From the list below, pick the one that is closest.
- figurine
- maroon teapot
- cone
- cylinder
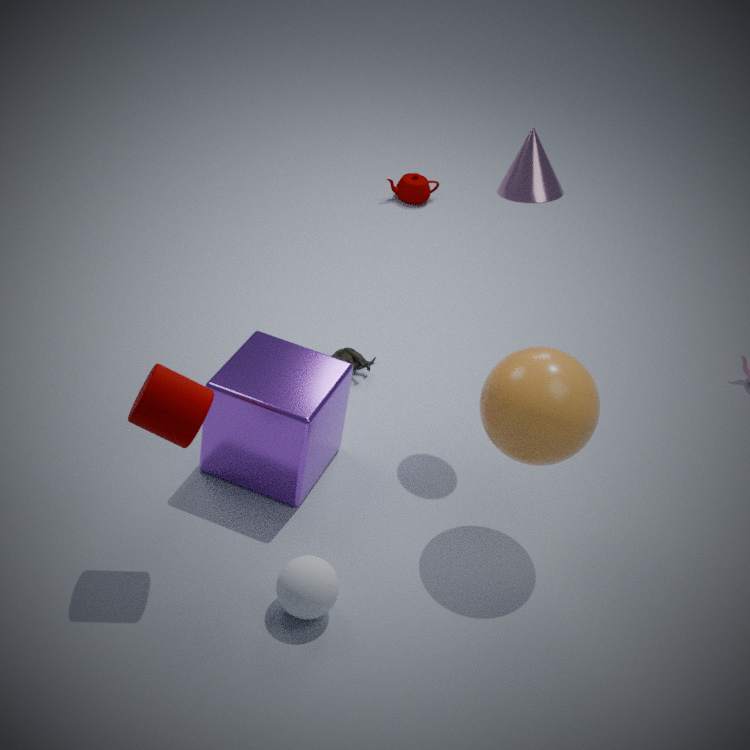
cylinder
